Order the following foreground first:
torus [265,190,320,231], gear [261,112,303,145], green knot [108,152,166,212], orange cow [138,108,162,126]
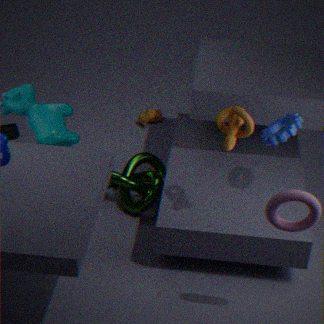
torus [265,190,320,231]
gear [261,112,303,145]
green knot [108,152,166,212]
orange cow [138,108,162,126]
